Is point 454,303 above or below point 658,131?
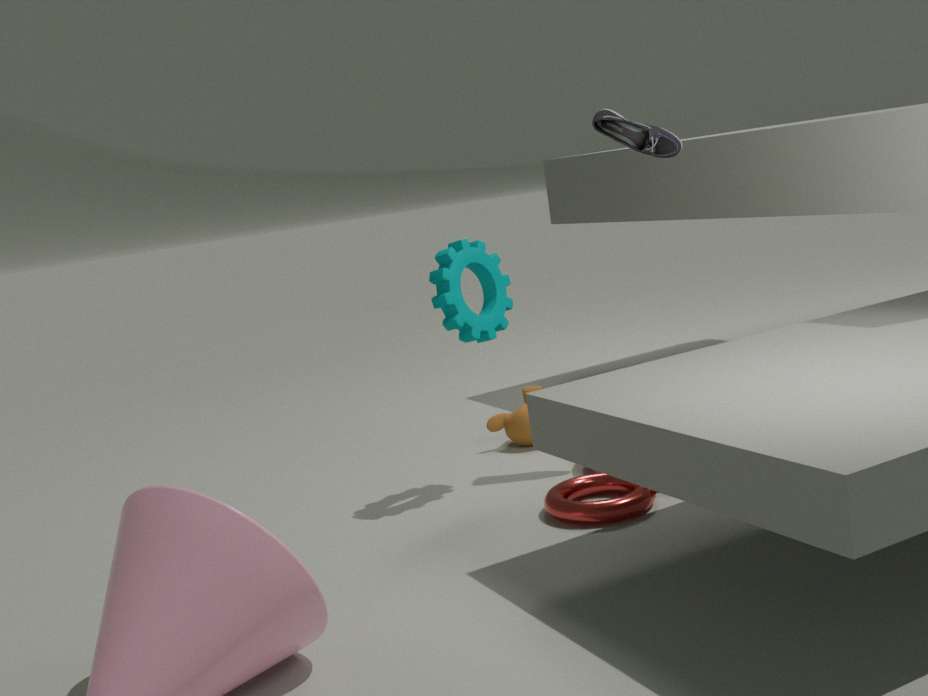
below
